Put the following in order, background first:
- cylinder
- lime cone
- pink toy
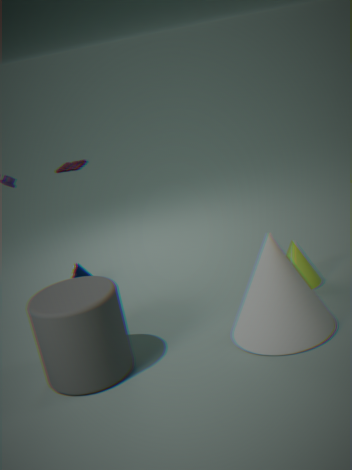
1. pink toy
2. lime cone
3. cylinder
